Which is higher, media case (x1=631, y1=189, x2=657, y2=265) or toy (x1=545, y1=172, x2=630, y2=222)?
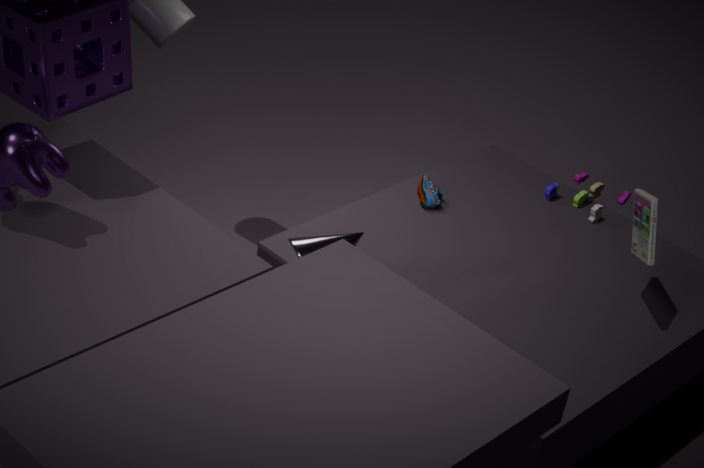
media case (x1=631, y1=189, x2=657, y2=265)
